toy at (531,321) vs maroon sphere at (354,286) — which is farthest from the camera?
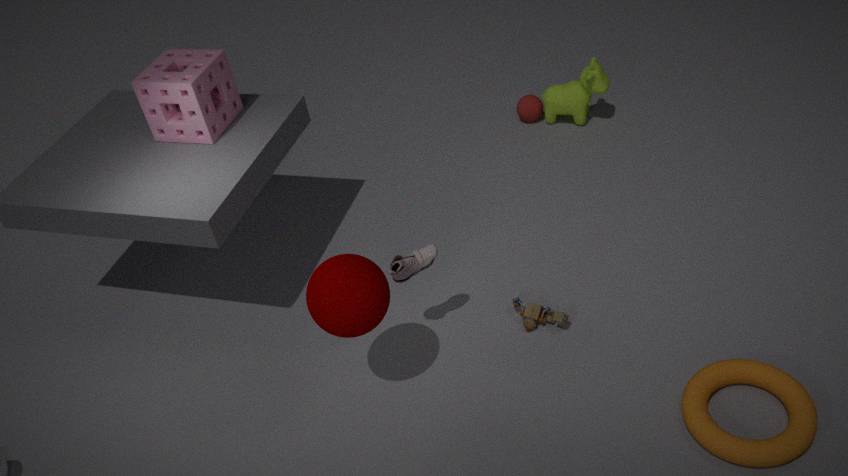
toy at (531,321)
